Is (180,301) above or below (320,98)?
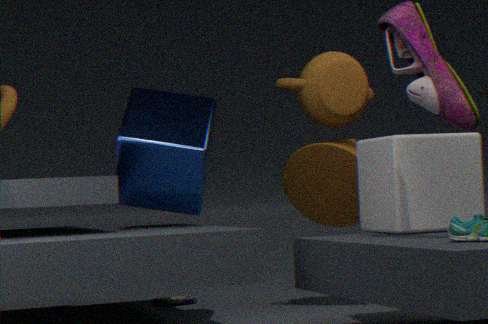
below
